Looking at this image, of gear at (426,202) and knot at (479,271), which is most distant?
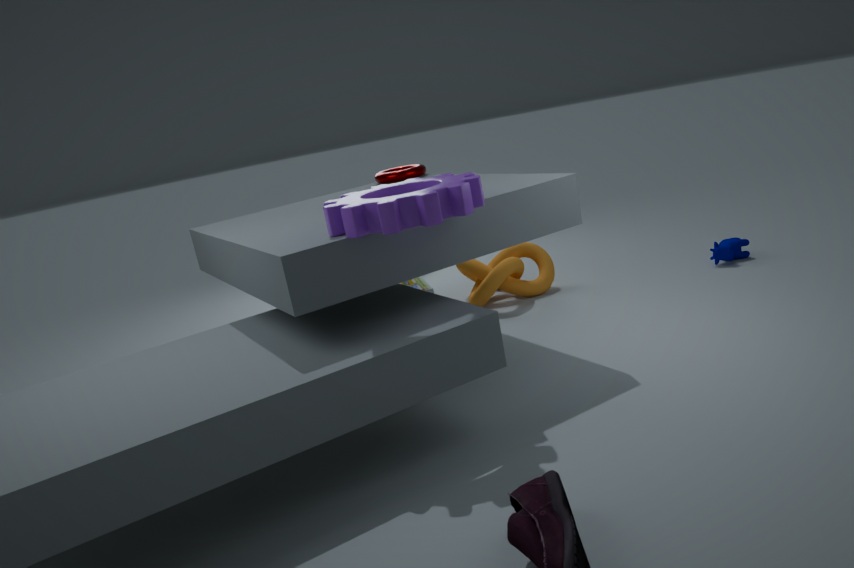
knot at (479,271)
